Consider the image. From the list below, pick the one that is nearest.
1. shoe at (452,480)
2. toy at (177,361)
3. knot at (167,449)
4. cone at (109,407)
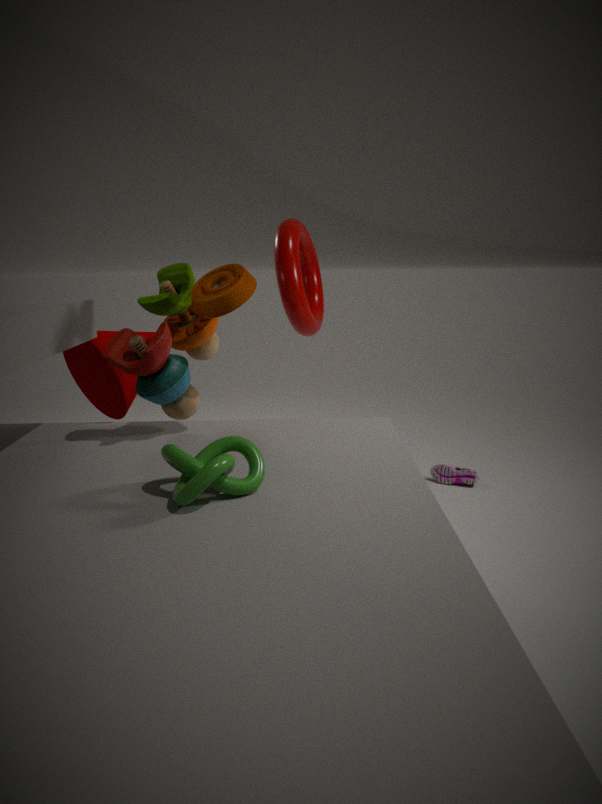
knot at (167,449)
